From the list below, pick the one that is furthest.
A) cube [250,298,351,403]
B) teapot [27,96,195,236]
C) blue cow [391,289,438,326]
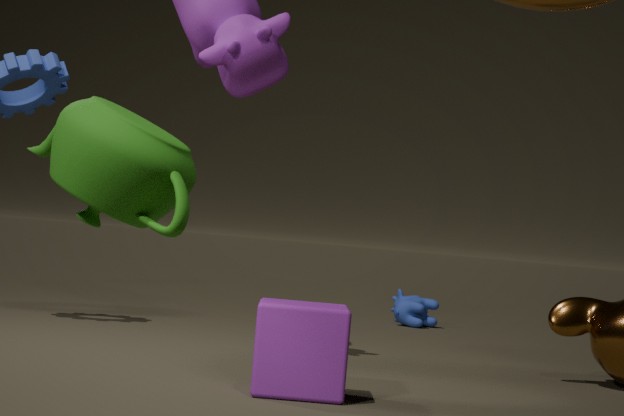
C. blue cow [391,289,438,326]
